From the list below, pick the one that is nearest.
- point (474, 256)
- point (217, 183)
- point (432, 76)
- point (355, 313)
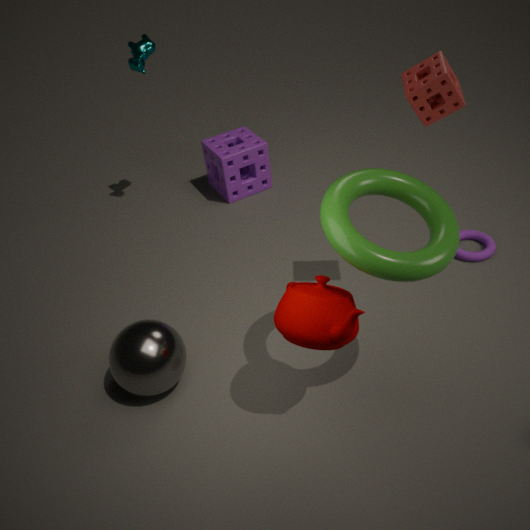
point (355, 313)
